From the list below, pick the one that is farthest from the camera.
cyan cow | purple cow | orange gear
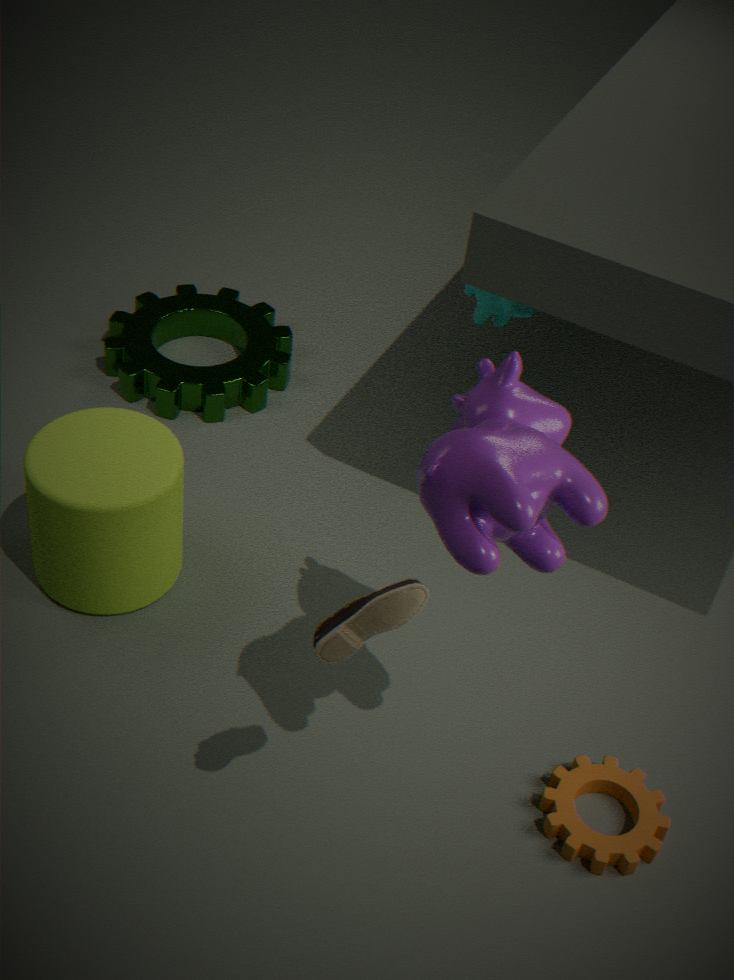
cyan cow
